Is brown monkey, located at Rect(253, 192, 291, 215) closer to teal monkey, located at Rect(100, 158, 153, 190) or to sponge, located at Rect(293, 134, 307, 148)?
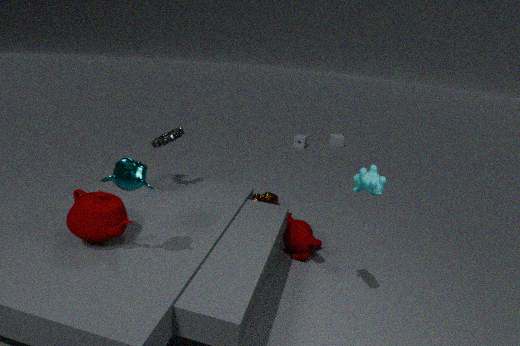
teal monkey, located at Rect(100, 158, 153, 190)
